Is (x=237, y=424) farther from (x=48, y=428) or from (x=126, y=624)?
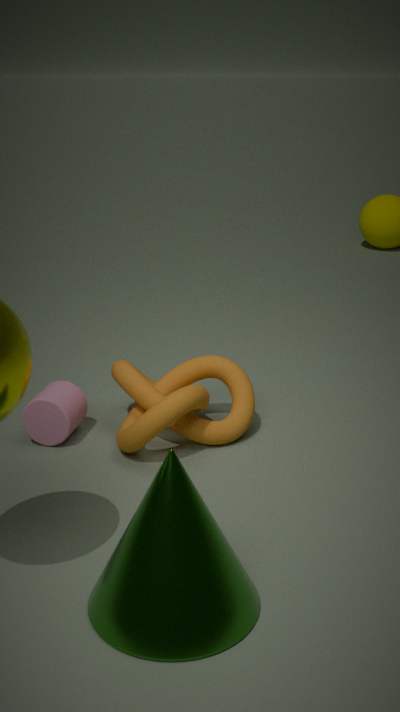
(x=126, y=624)
